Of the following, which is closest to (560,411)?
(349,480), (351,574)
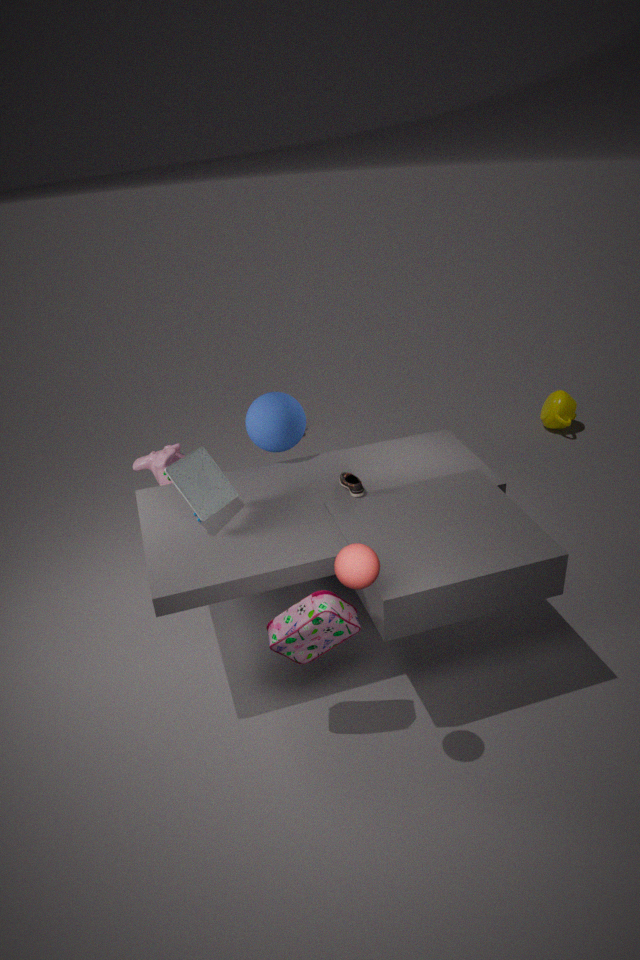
(349,480)
